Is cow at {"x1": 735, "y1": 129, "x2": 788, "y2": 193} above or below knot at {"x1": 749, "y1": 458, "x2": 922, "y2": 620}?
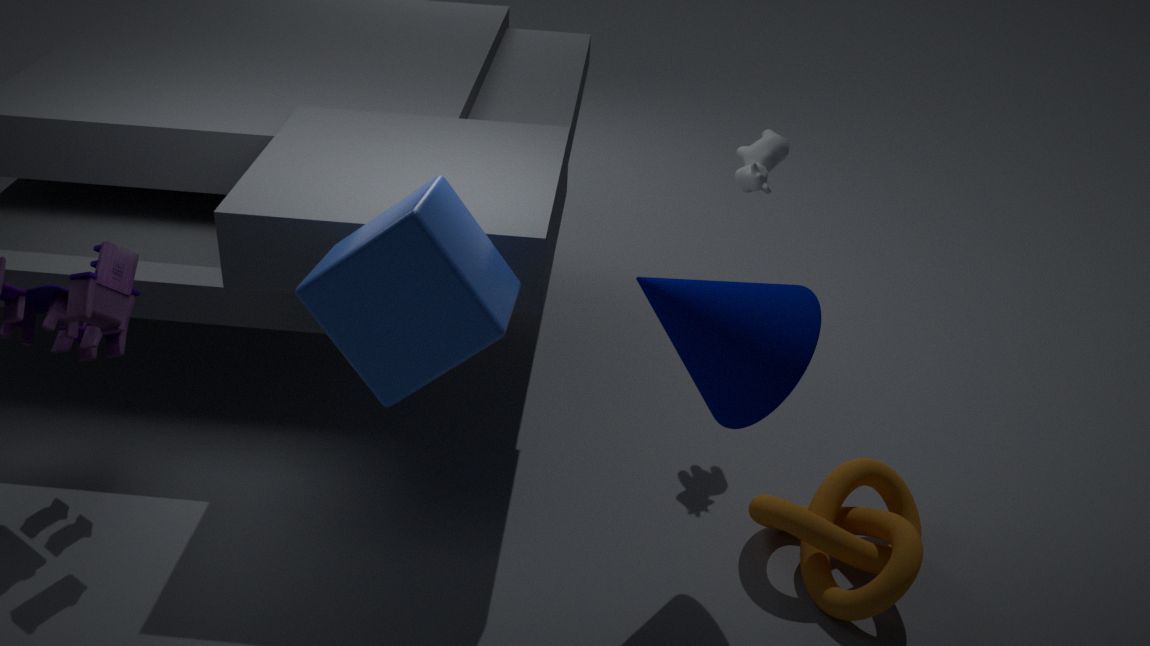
above
